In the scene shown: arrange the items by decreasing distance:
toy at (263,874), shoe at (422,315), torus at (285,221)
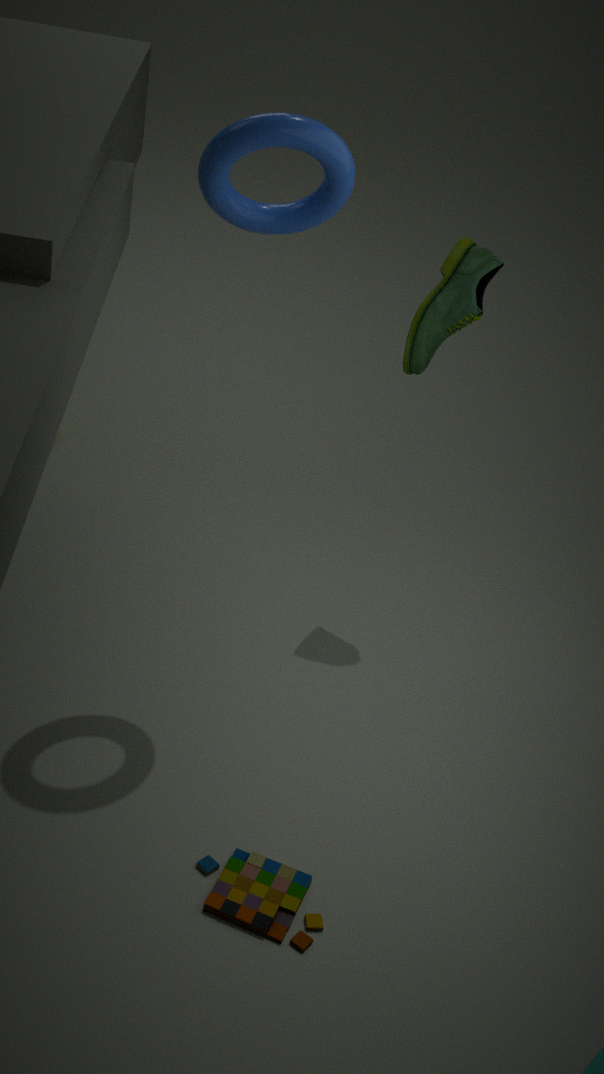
1. shoe at (422,315)
2. toy at (263,874)
3. torus at (285,221)
